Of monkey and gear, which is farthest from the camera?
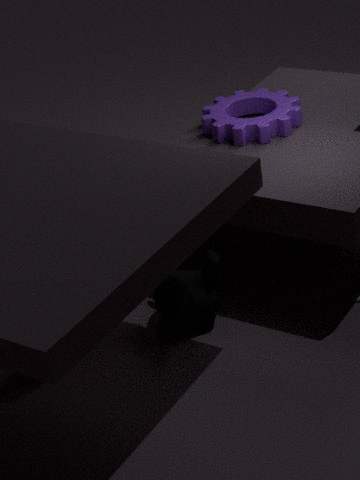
gear
